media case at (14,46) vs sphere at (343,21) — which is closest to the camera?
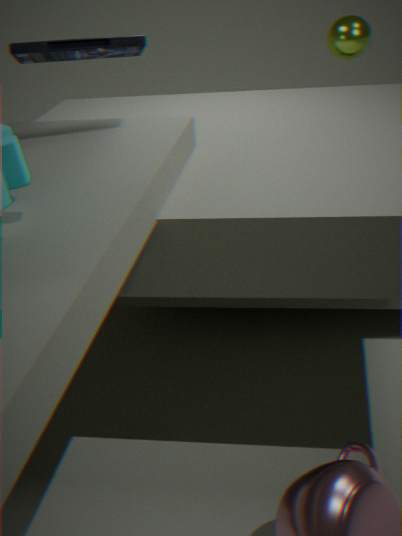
media case at (14,46)
